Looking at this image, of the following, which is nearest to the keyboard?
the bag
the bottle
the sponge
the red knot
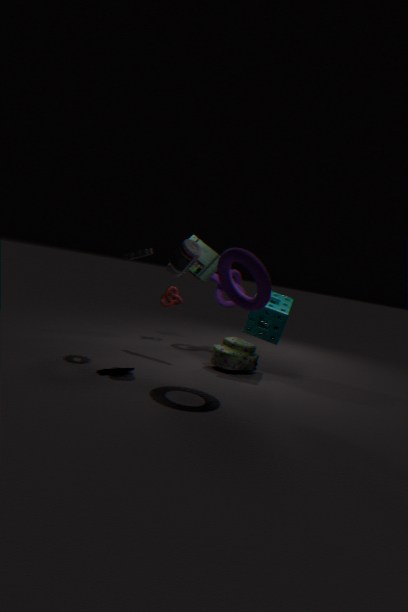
the bottle
